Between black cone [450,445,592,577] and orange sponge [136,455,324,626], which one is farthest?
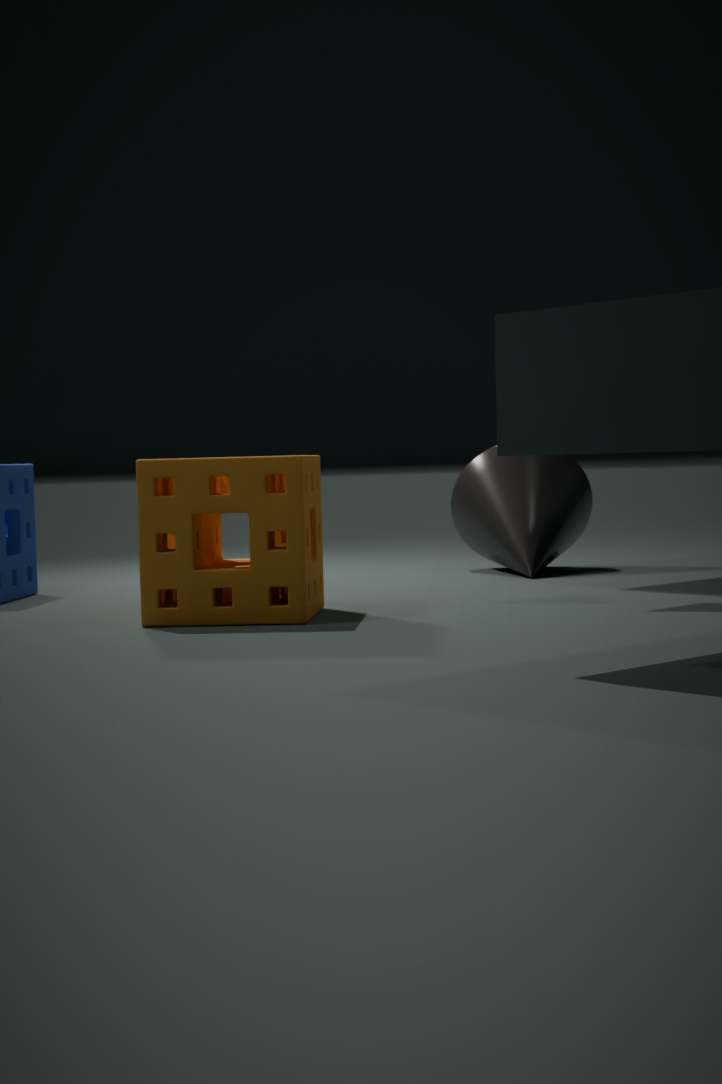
black cone [450,445,592,577]
